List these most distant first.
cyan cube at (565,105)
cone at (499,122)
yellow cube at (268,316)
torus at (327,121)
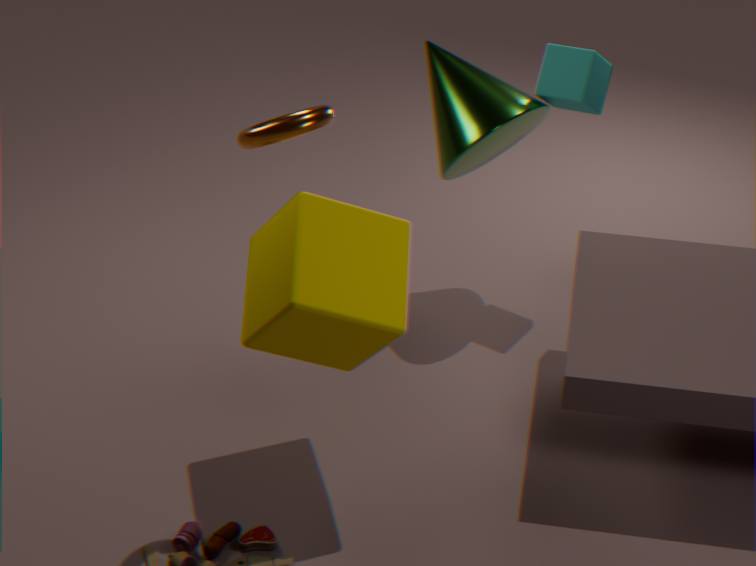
cyan cube at (565,105)
cone at (499,122)
yellow cube at (268,316)
torus at (327,121)
